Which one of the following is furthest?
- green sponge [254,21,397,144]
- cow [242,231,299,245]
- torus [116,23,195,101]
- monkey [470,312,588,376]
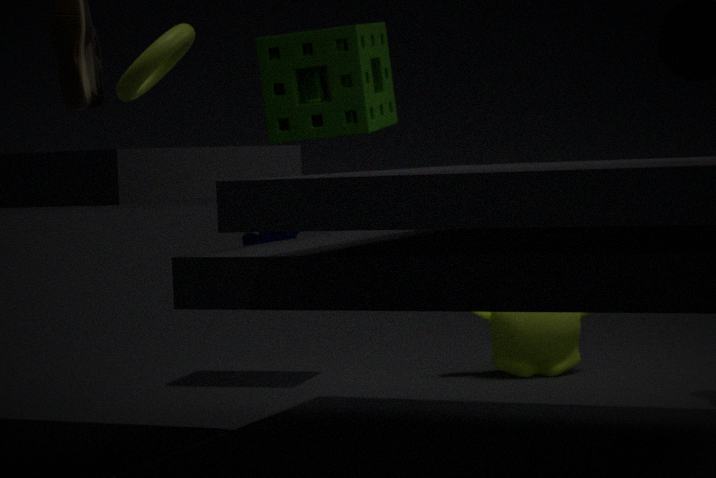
cow [242,231,299,245]
